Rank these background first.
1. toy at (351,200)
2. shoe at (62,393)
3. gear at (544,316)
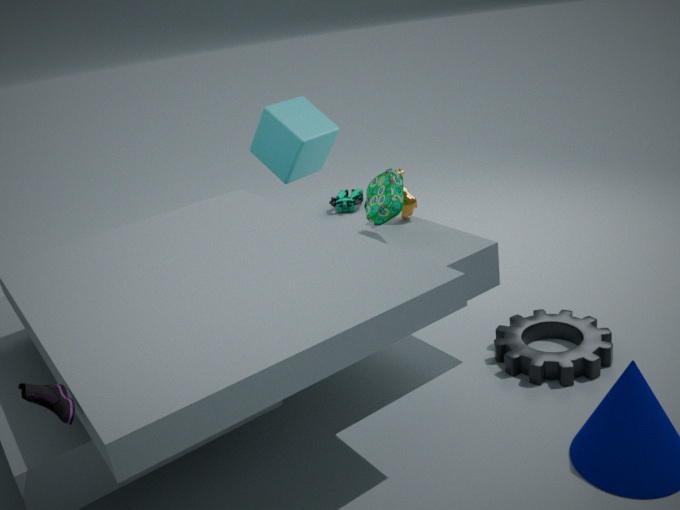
1. toy at (351,200)
2. gear at (544,316)
3. shoe at (62,393)
